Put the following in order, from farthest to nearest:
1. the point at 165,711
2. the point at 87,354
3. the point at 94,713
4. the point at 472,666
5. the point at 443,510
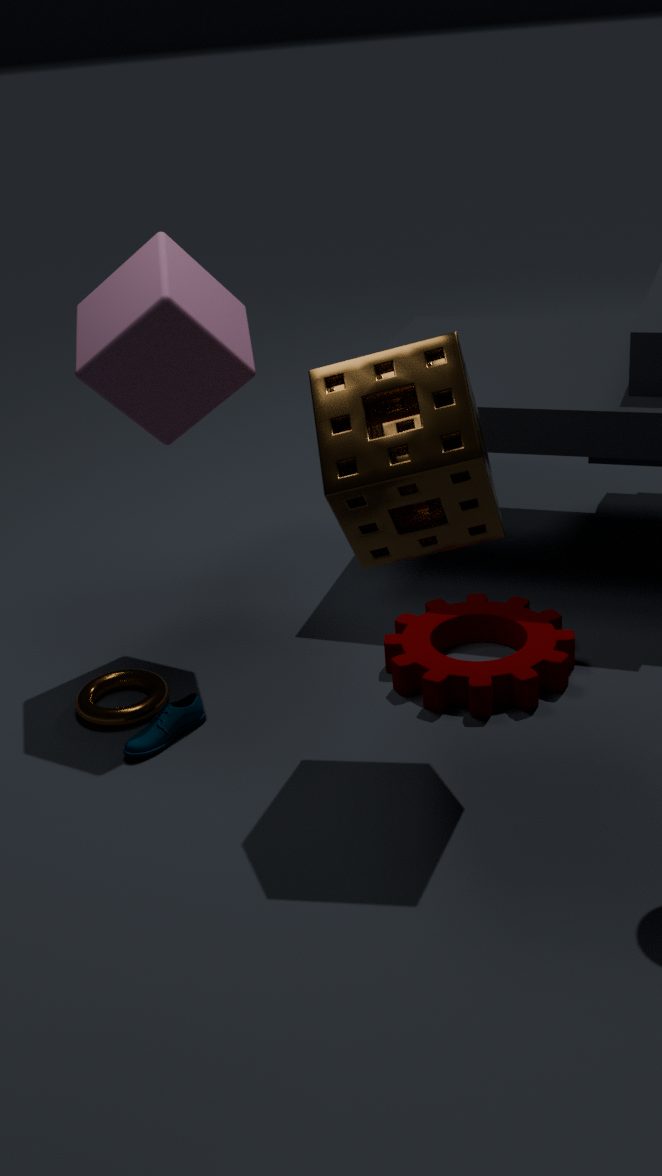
the point at 94,713, the point at 472,666, the point at 87,354, the point at 165,711, the point at 443,510
